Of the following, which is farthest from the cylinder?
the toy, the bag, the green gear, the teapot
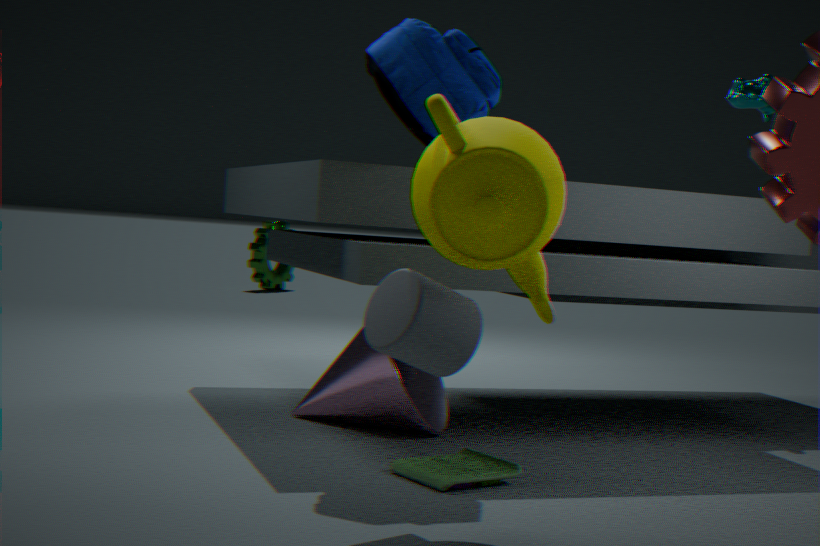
the green gear
